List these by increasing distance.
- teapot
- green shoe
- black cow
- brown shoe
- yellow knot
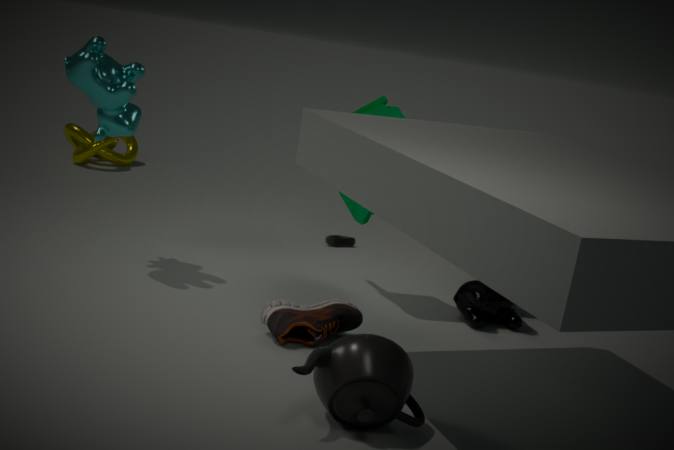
teapot → brown shoe → black cow → green shoe → yellow knot
